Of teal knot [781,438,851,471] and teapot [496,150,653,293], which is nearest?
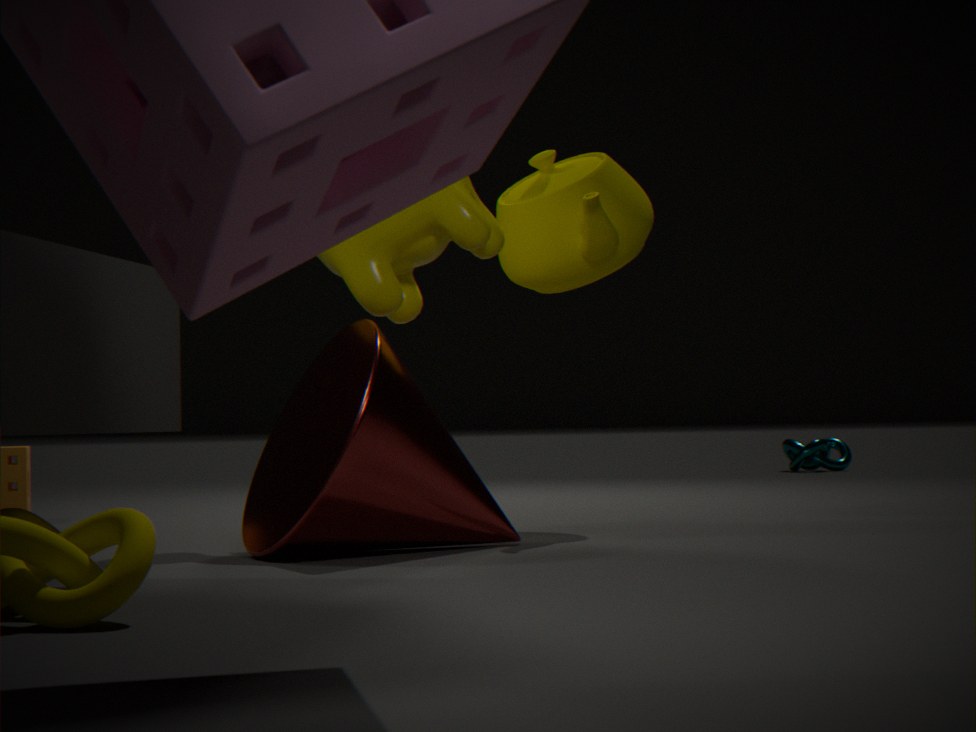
teapot [496,150,653,293]
